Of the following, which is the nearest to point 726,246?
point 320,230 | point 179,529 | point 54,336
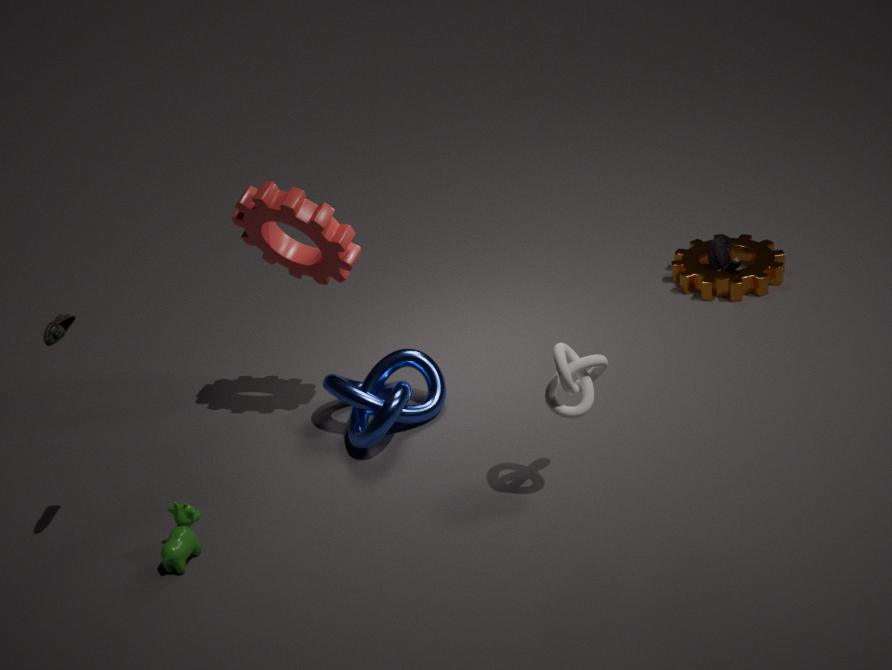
point 320,230
